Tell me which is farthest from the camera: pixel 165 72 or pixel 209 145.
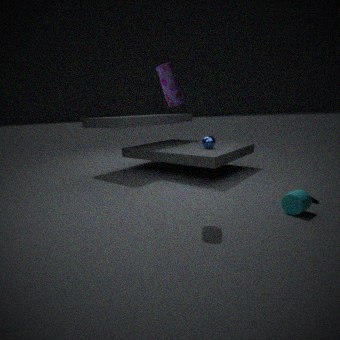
pixel 209 145
